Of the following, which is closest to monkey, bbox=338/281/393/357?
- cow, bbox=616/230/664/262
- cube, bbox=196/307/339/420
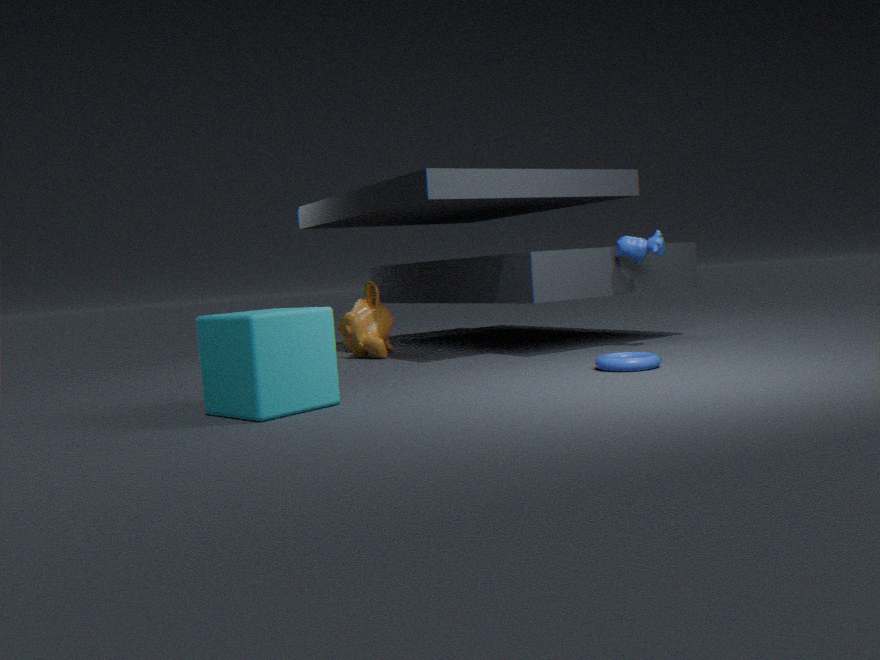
cube, bbox=196/307/339/420
